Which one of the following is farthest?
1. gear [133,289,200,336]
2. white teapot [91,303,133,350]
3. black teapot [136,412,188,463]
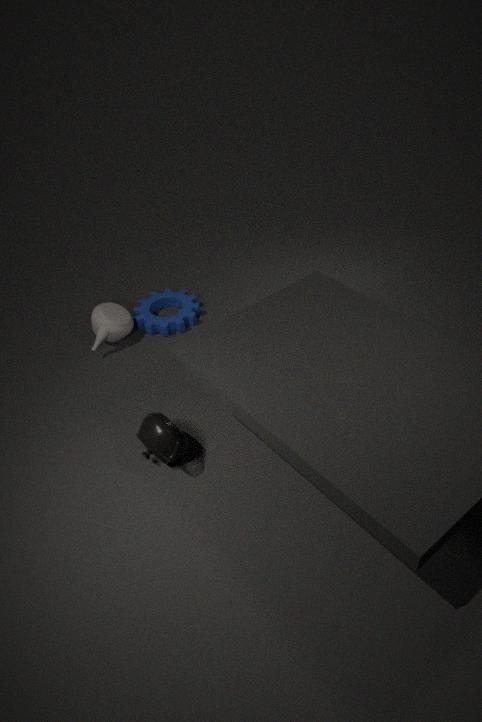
gear [133,289,200,336]
